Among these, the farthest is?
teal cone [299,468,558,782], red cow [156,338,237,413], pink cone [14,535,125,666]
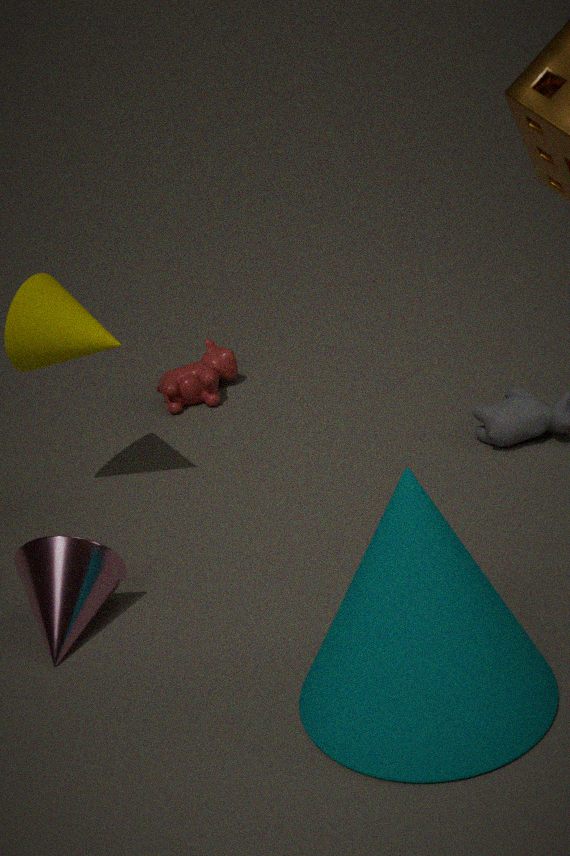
red cow [156,338,237,413]
